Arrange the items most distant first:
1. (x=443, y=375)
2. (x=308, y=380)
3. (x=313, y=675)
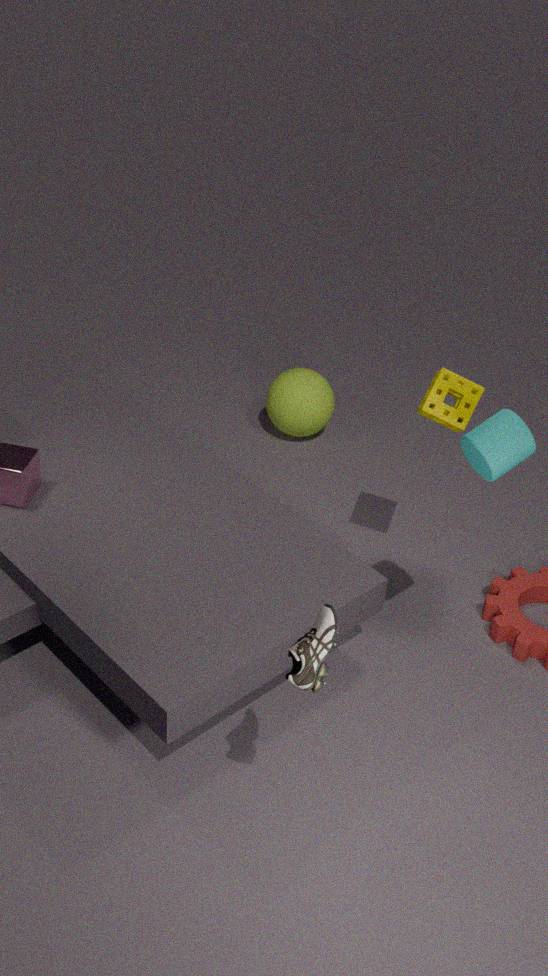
(x=308, y=380), (x=443, y=375), (x=313, y=675)
